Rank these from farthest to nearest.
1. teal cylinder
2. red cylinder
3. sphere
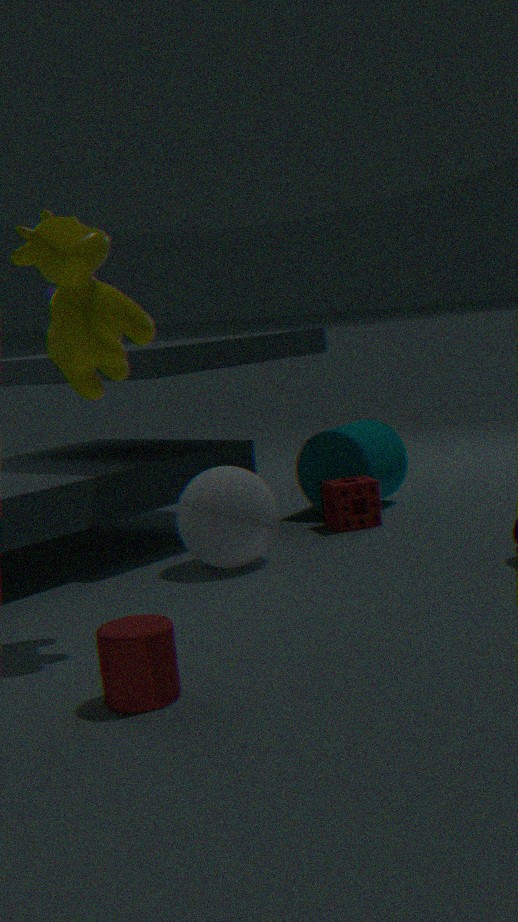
teal cylinder, sphere, red cylinder
